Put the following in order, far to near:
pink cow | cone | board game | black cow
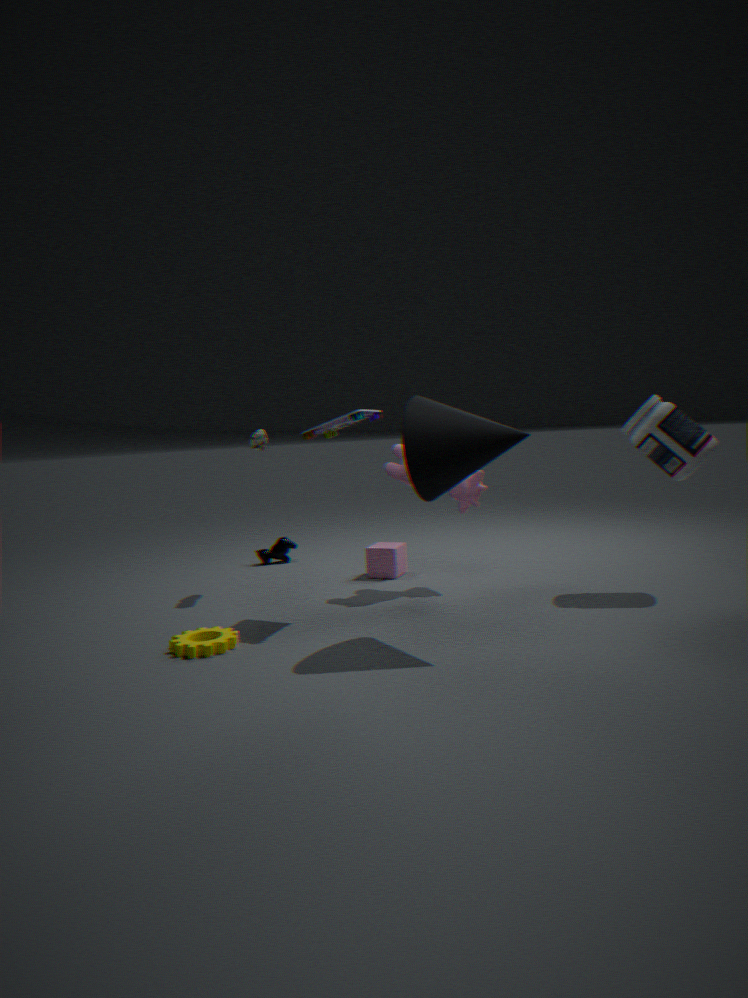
black cow, pink cow, board game, cone
